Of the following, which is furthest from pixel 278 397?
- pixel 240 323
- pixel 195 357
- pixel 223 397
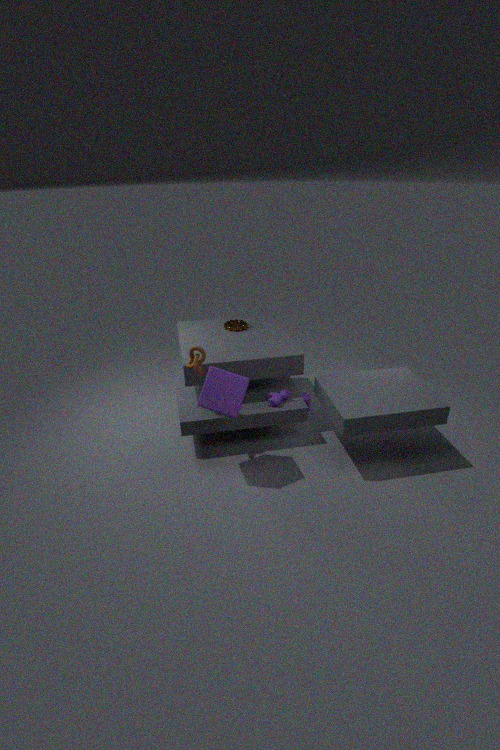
pixel 240 323
